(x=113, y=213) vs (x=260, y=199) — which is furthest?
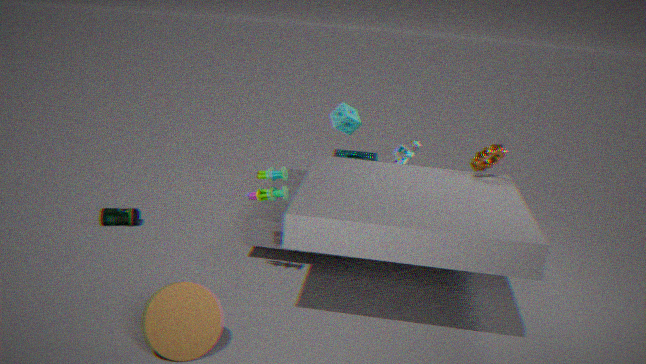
(x=113, y=213)
